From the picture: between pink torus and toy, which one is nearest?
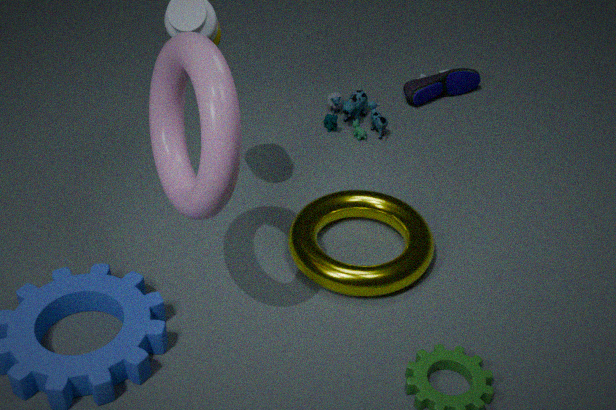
pink torus
